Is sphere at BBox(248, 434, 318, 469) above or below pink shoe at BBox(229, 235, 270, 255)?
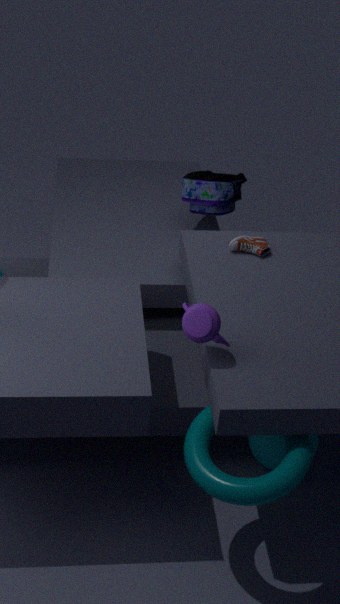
below
